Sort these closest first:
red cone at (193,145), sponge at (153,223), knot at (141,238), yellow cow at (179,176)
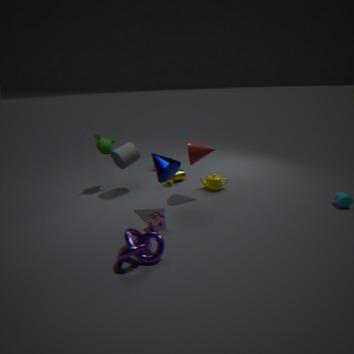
knot at (141,238), sponge at (153,223), red cone at (193,145), yellow cow at (179,176)
